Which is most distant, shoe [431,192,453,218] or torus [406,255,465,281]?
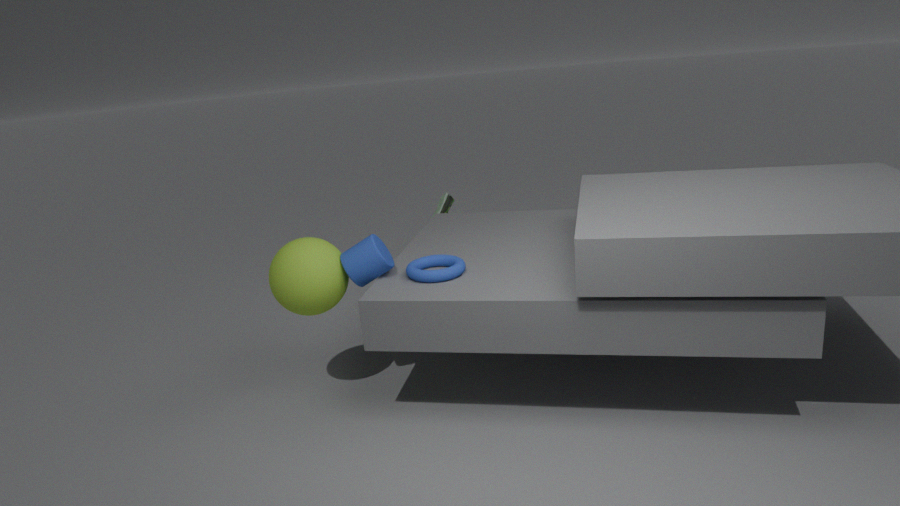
shoe [431,192,453,218]
